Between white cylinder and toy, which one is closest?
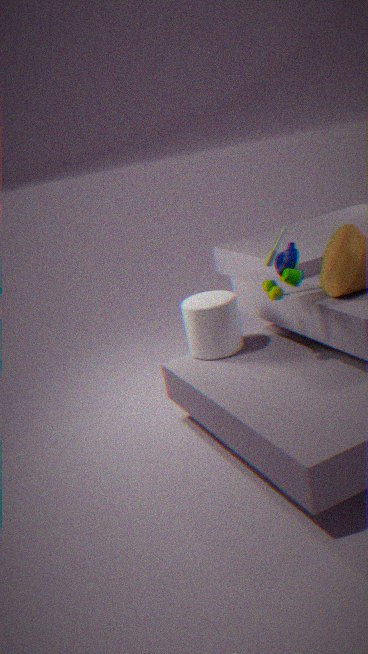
toy
